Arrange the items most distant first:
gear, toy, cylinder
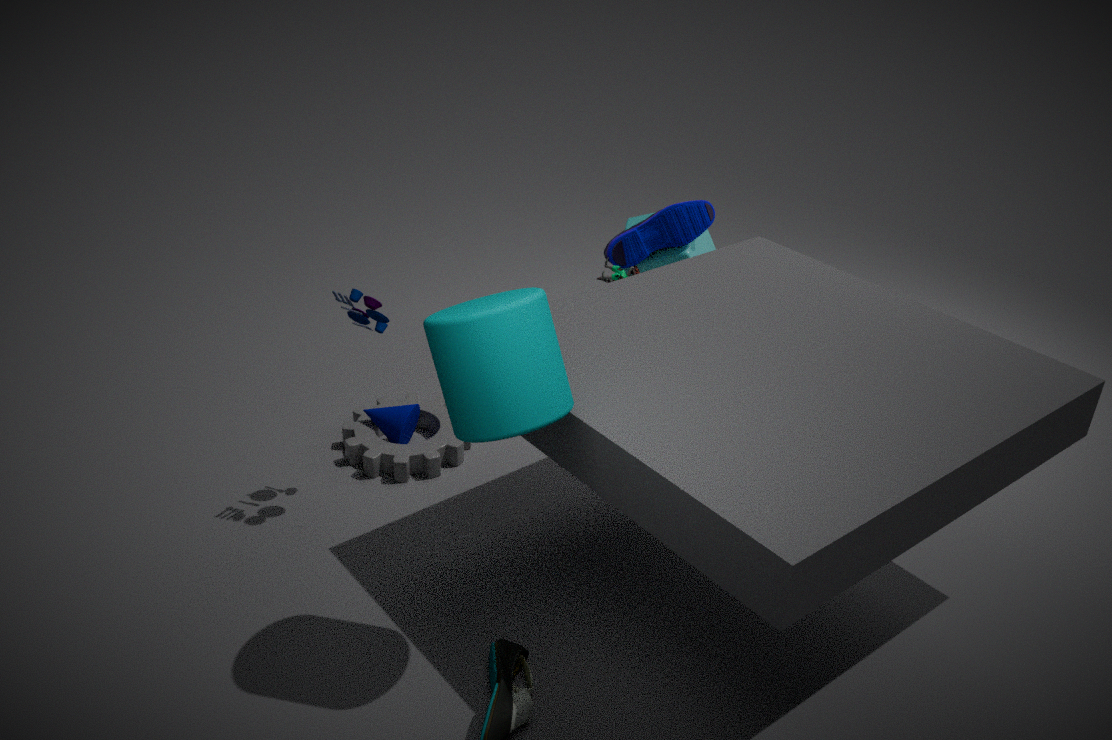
gear
toy
cylinder
